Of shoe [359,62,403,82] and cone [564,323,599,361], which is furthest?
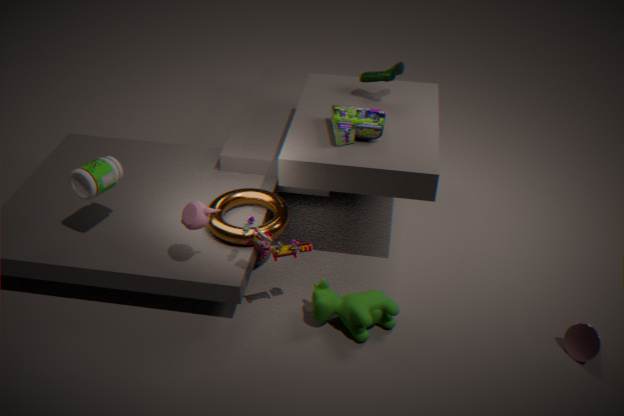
shoe [359,62,403,82]
